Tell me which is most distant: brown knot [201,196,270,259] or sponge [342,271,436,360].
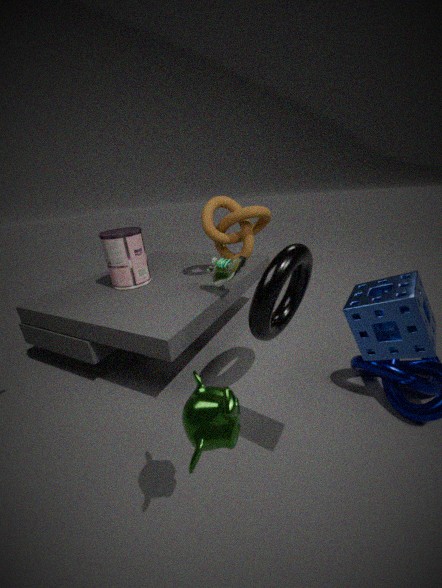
brown knot [201,196,270,259]
